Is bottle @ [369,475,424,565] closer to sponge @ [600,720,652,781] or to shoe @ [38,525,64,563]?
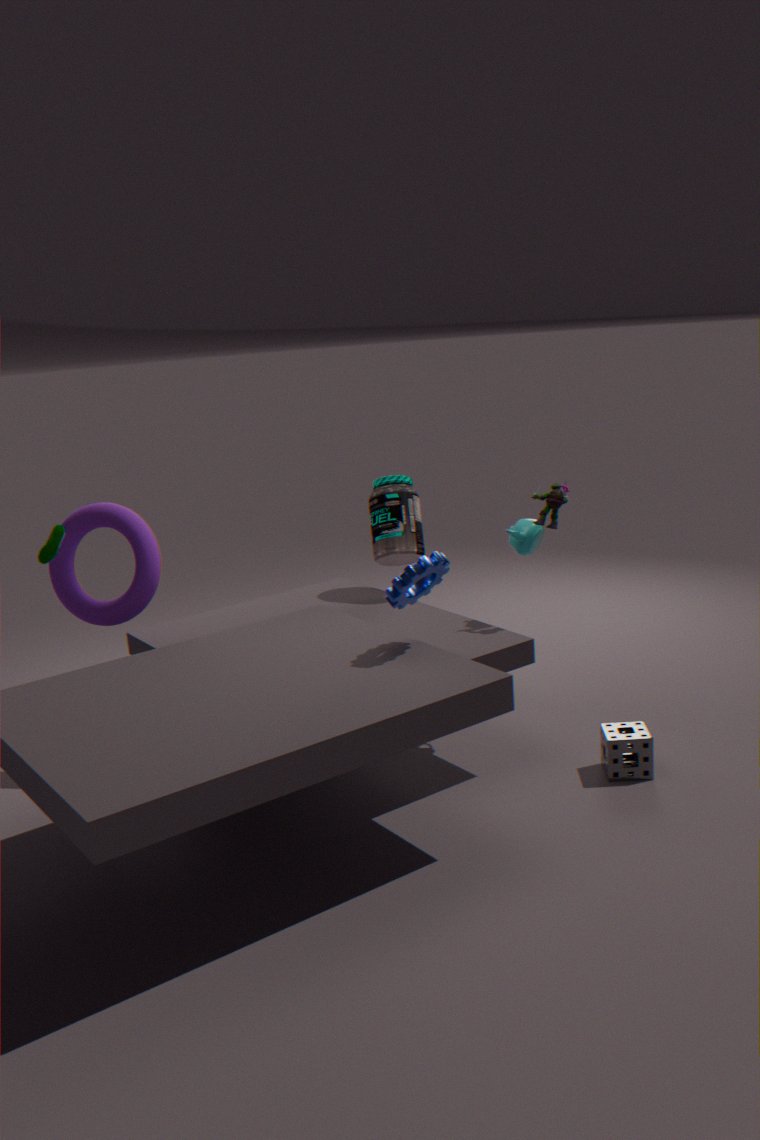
sponge @ [600,720,652,781]
